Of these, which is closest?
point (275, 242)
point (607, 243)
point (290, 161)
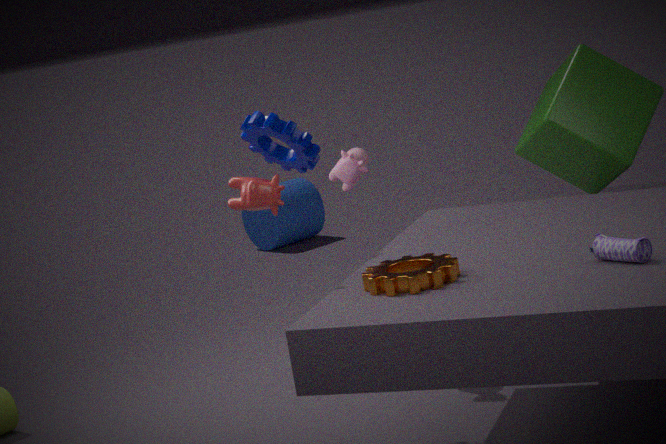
point (607, 243)
